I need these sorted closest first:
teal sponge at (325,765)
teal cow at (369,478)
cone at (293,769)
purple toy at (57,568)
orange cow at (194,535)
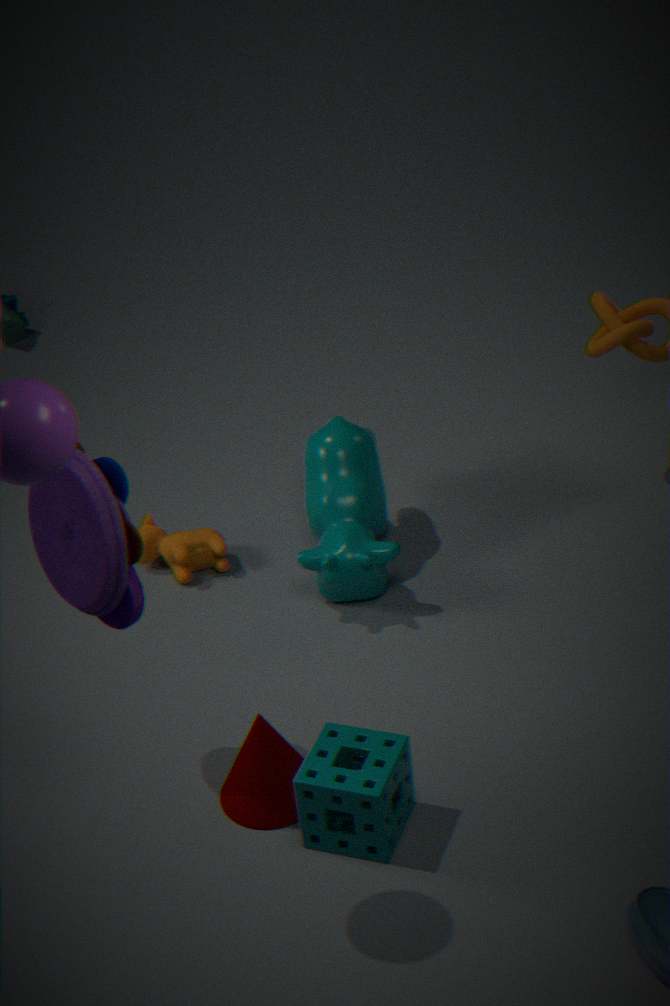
purple toy at (57,568)
teal sponge at (325,765)
cone at (293,769)
teal cow at (369,478)
orange cow at (194,535)
